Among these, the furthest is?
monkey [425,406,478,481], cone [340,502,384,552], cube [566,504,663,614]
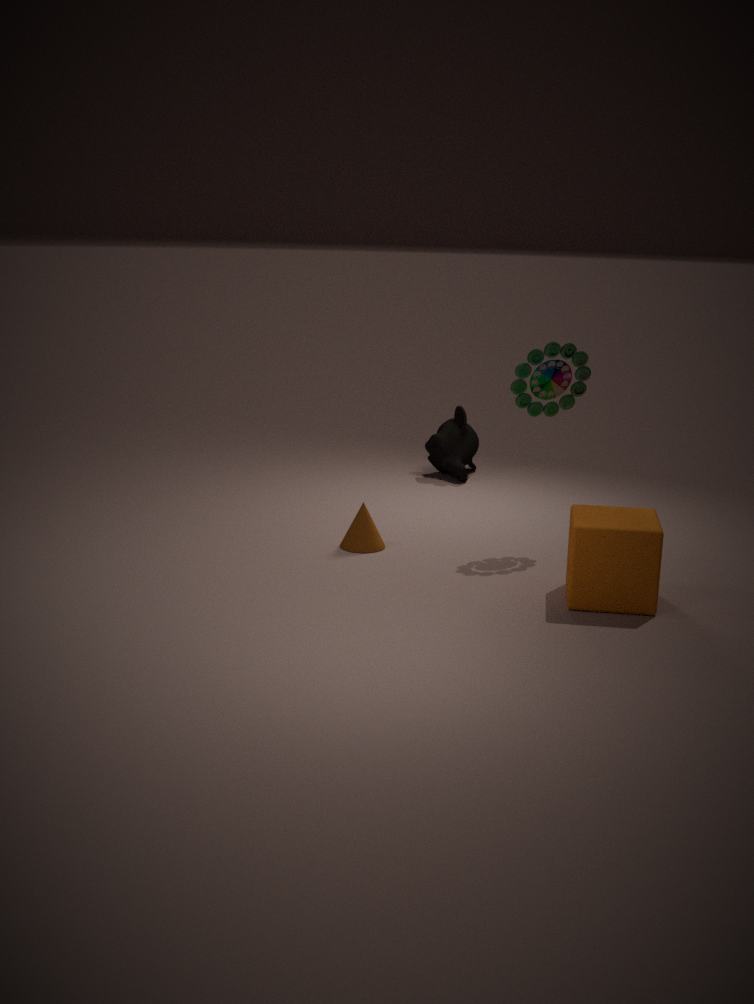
monkey [425,406,478,481]
